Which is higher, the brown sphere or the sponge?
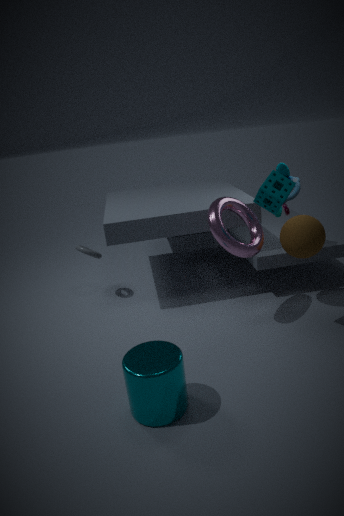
the sponge
